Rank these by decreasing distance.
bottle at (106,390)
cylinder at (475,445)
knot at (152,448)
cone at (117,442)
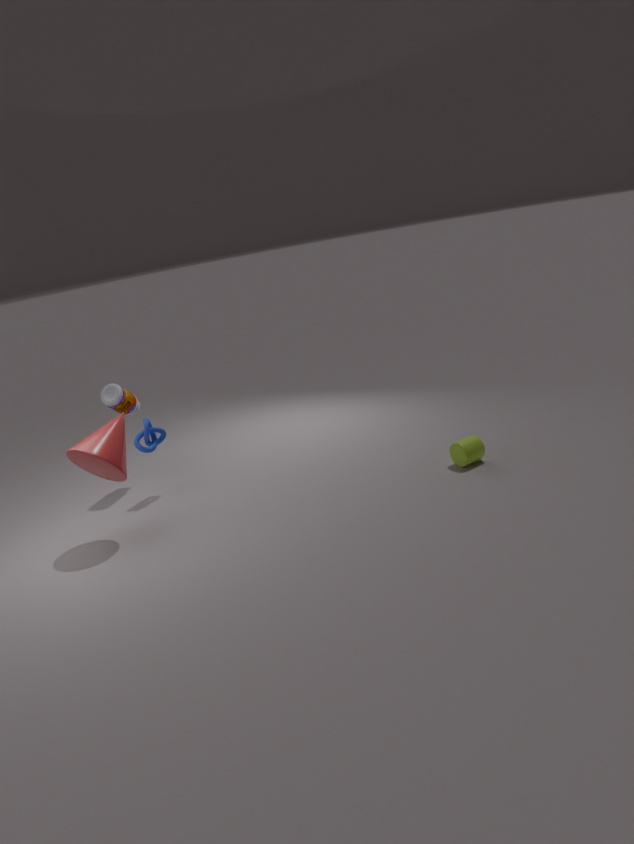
bottle at (106,390) → knot at (152,448) → cylinder at (475,445) → cone at (117,442)
